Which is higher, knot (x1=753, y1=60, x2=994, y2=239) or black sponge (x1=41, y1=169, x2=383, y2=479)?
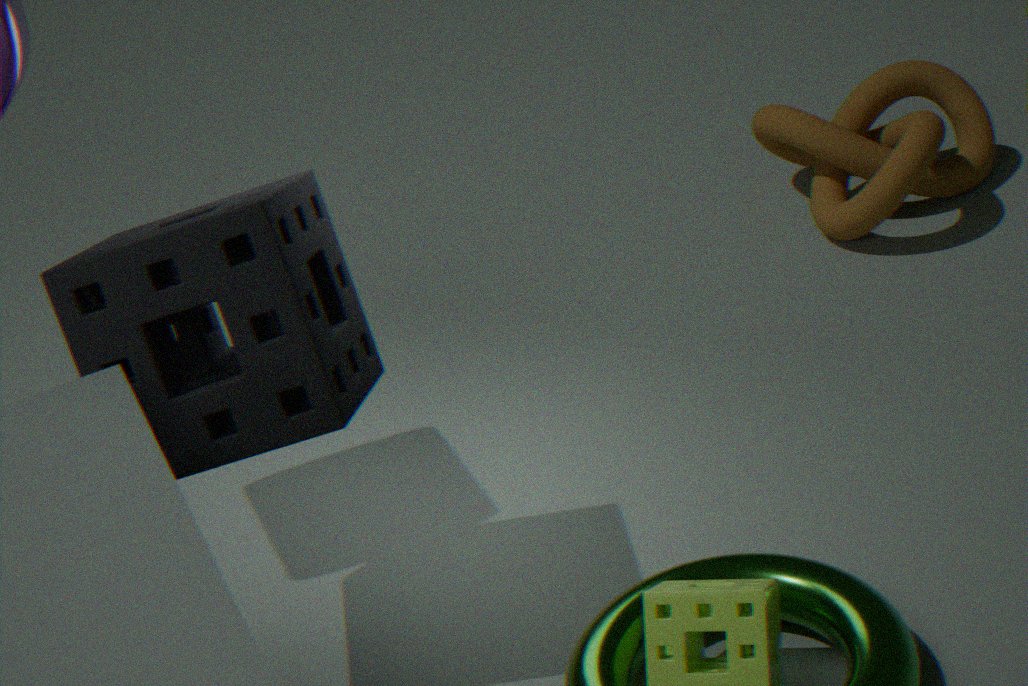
black sponge (x1=41, y1=169, x2=383, y2=479)
